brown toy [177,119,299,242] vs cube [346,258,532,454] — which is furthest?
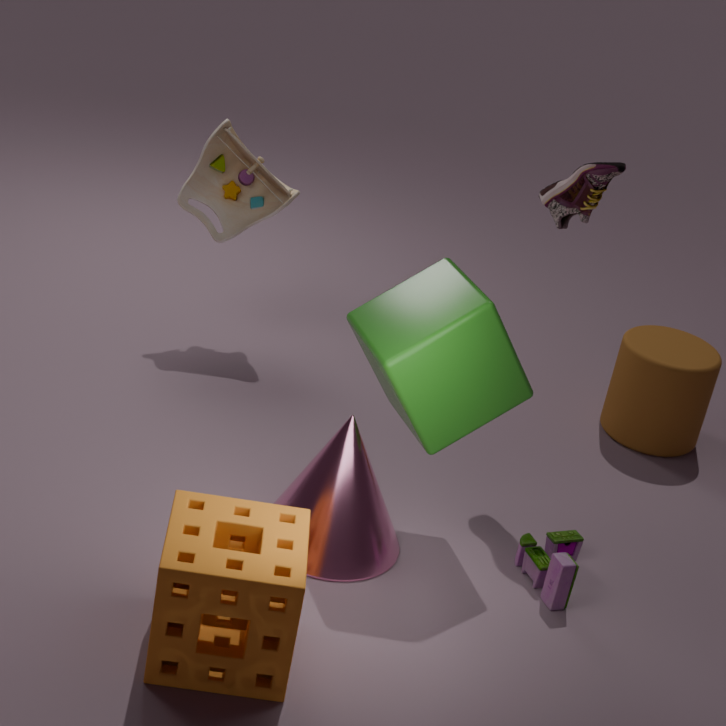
brown toy [177,119,299,242]
